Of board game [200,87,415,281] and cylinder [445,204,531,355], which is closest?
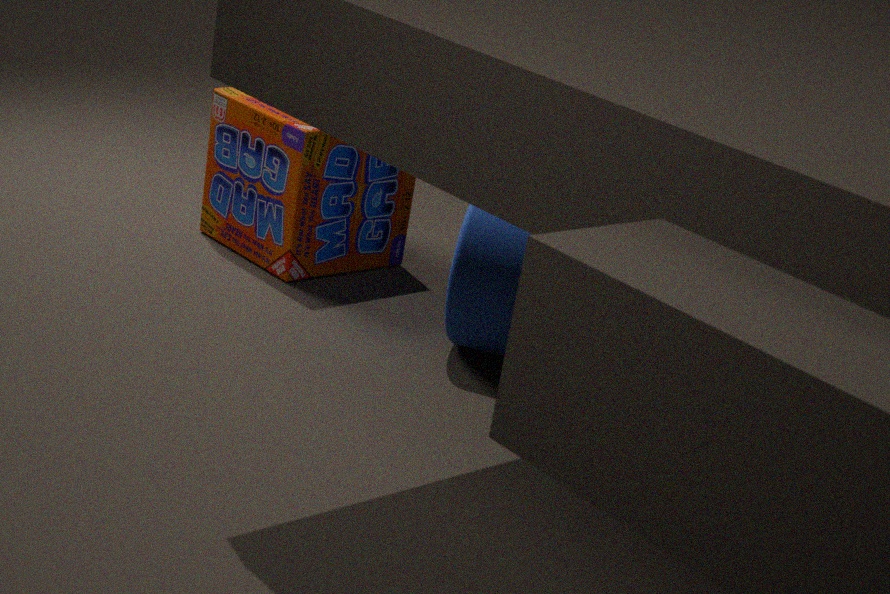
cylinder [445,204,531,355]
